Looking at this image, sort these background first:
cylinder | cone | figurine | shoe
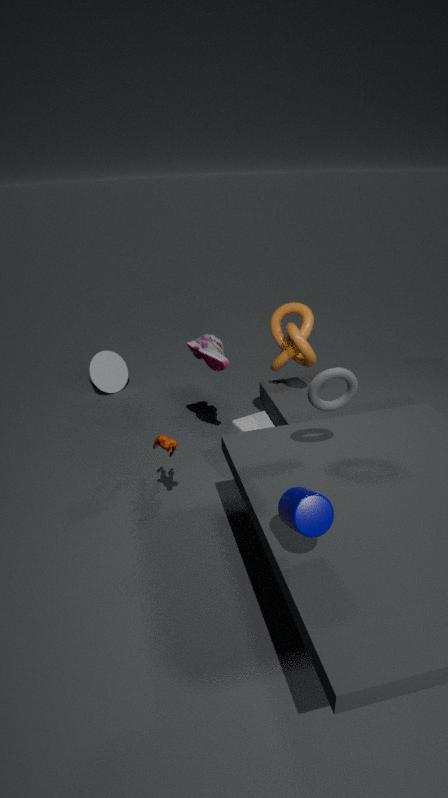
1. cone
2. shoe
3. figurine
4. cylinder
